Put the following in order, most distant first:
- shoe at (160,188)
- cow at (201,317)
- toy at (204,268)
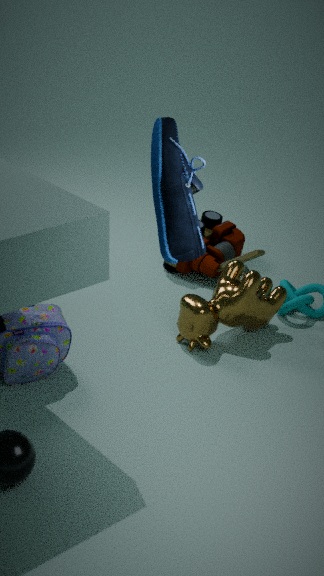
toy at (204,268) < cow at (201,317) < shoe at (160,188)
